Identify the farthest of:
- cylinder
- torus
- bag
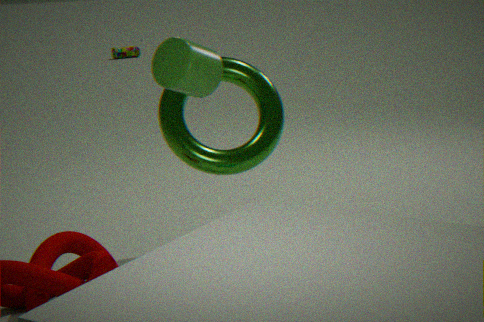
bag
